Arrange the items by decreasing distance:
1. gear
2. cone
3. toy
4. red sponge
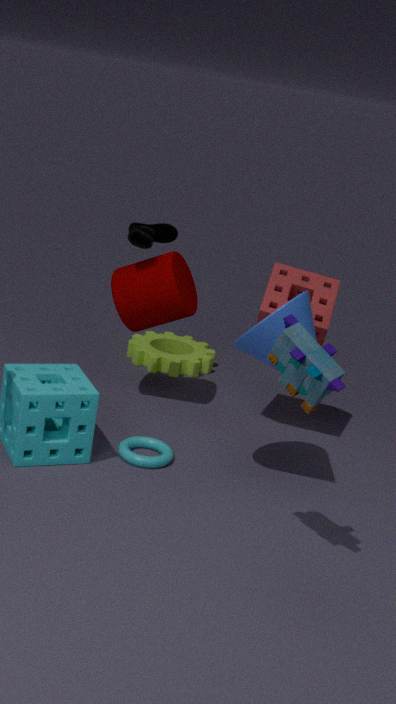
gear < red sponge < cone < toy
